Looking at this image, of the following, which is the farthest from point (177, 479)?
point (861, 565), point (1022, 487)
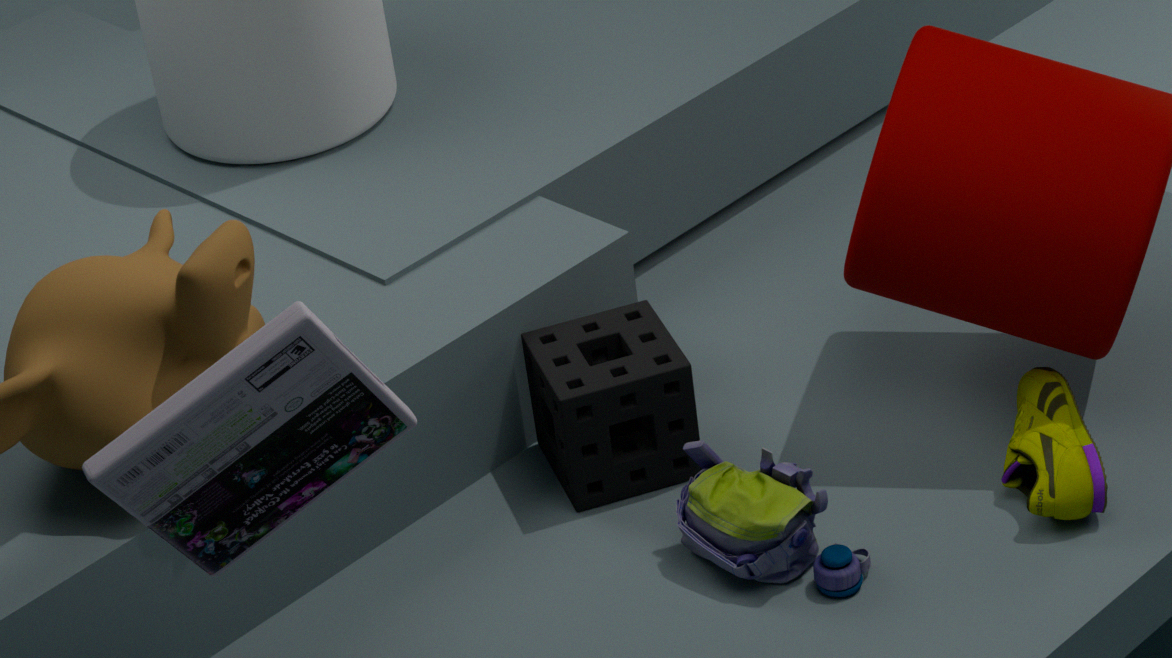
point (1022, 487)
